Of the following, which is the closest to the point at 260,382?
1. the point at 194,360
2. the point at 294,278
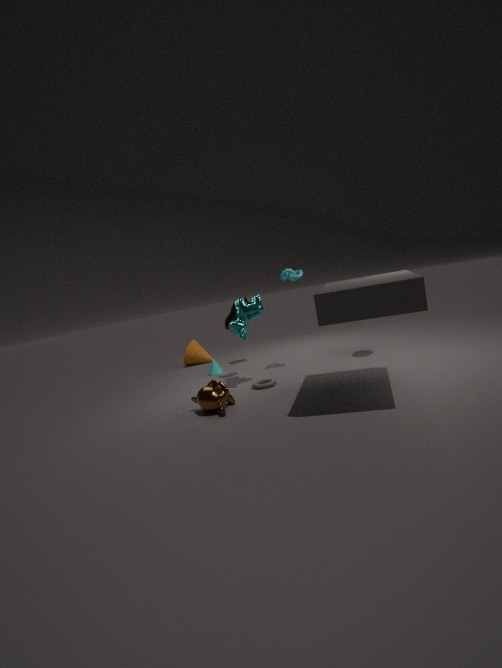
the point at 294,278
